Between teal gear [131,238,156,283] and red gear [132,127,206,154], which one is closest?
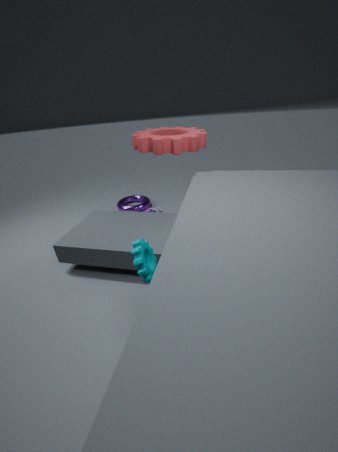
teal gear [131,238,156,283]
